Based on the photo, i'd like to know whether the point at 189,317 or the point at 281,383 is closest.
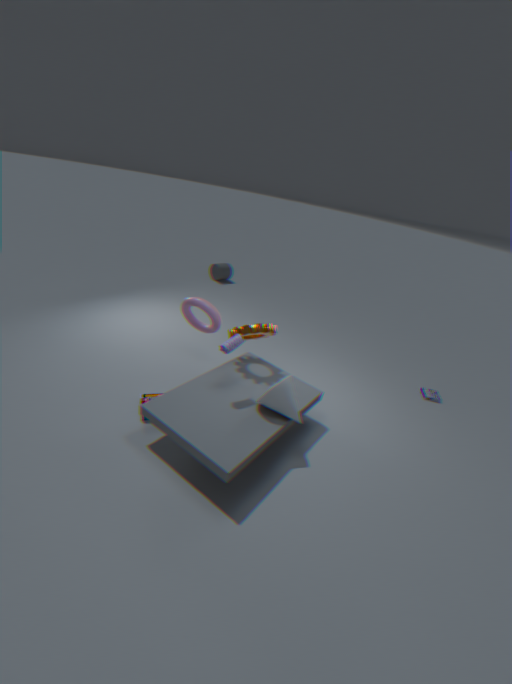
the point at 281,383
